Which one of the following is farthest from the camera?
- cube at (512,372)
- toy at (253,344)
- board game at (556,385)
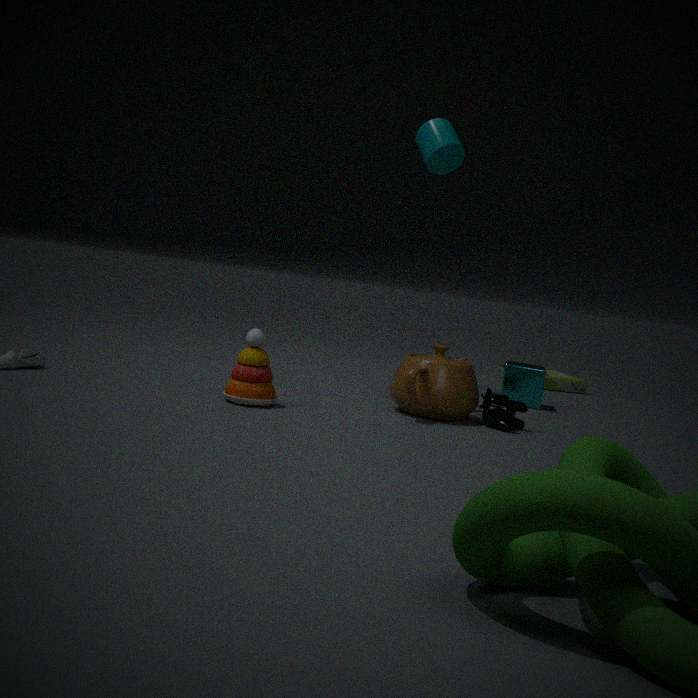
board game at (556,385)
